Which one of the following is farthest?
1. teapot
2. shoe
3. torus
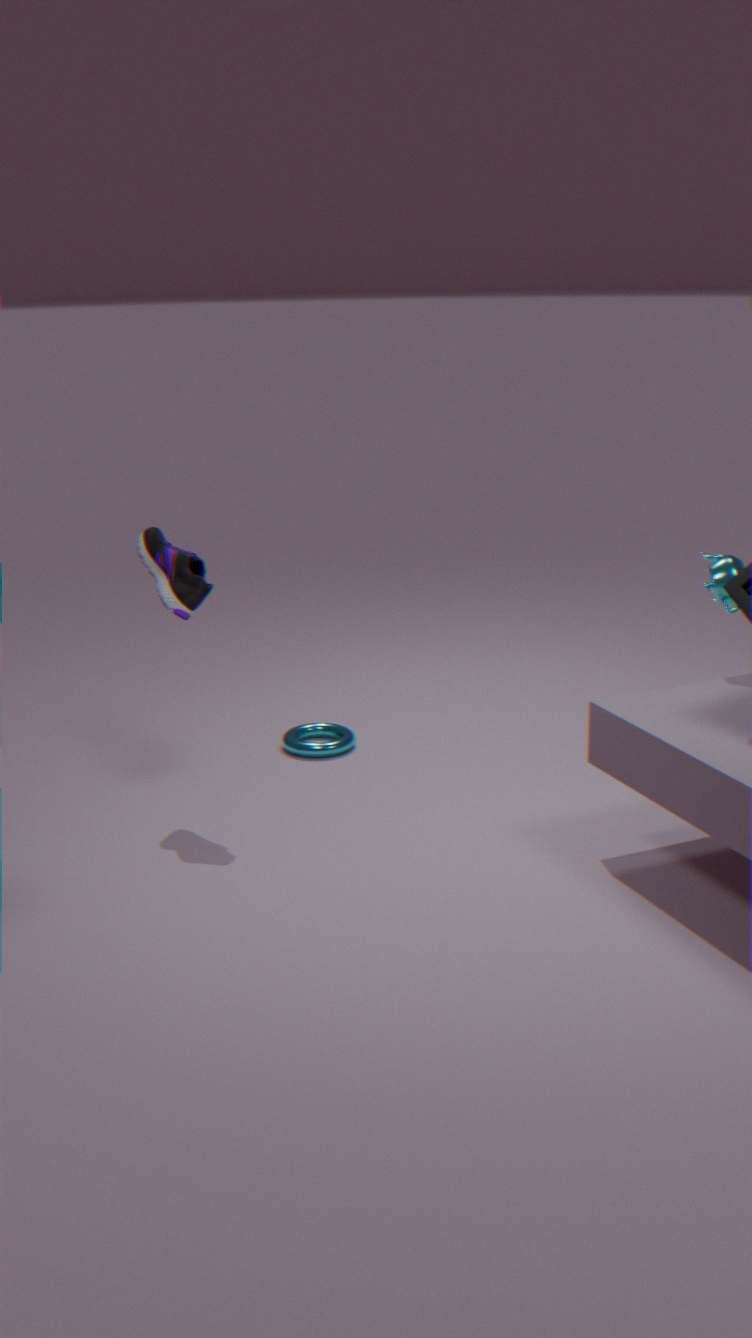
torus
